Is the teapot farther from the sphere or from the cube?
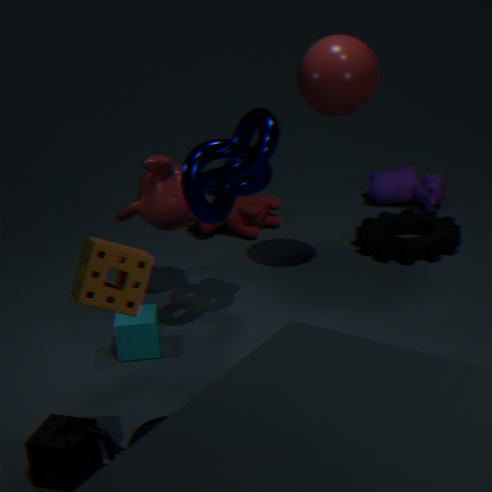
the sphere
